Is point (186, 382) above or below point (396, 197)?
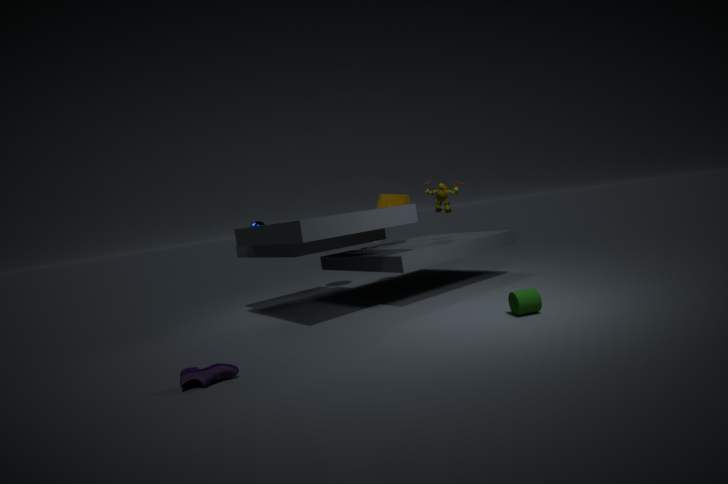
below
